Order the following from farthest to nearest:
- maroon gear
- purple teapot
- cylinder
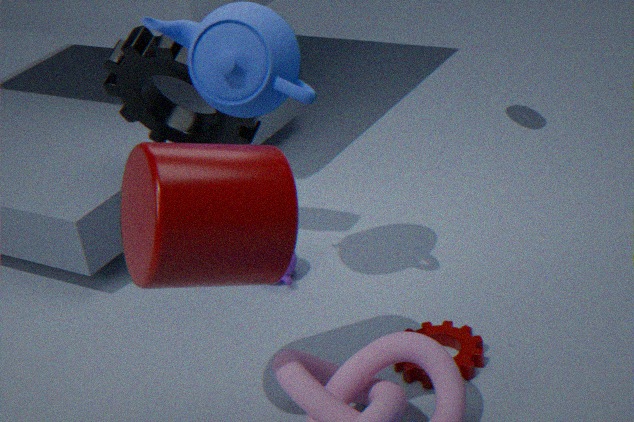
purple teapot, maroon gear, cylinder
